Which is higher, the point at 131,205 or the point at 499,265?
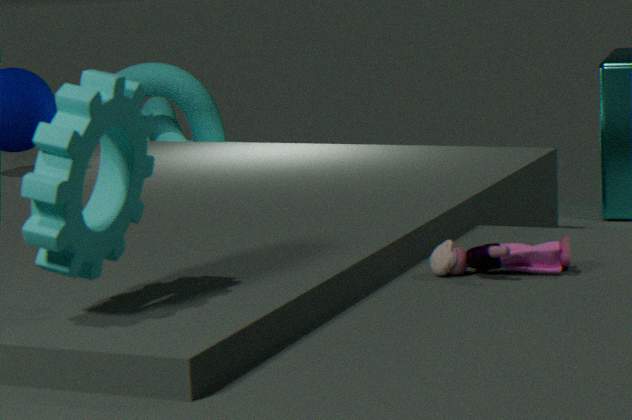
the point at 131,205
